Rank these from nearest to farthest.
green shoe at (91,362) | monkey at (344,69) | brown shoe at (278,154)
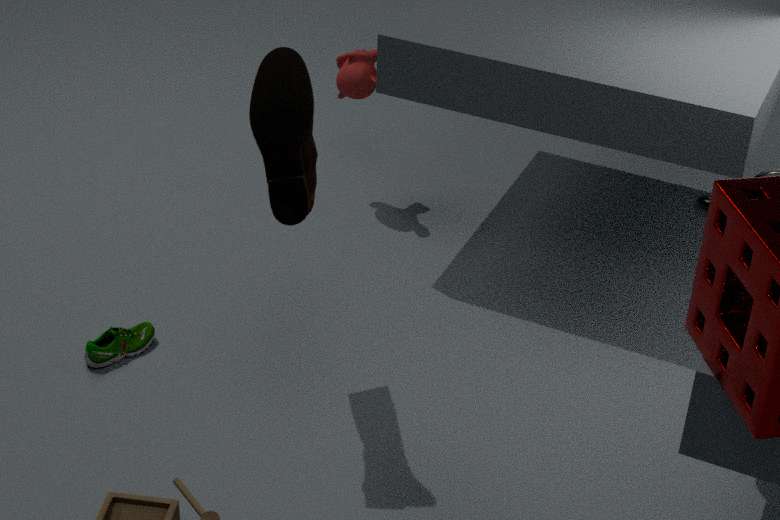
brown shoe at (278,154), green shoe at (91,362), monkey at (344,69)
